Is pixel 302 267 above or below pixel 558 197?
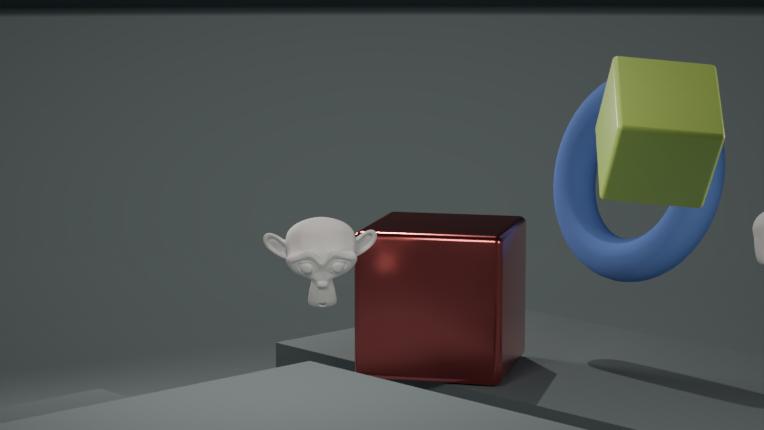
below
